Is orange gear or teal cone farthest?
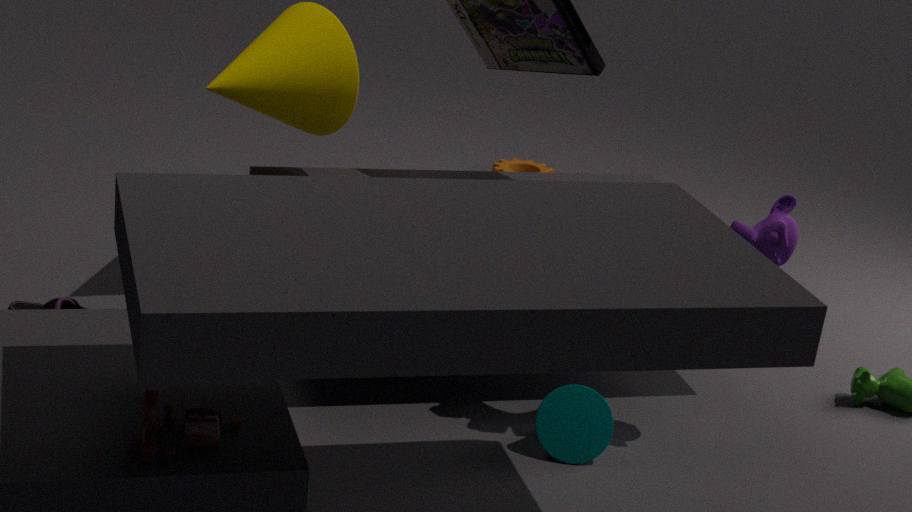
orange gear
